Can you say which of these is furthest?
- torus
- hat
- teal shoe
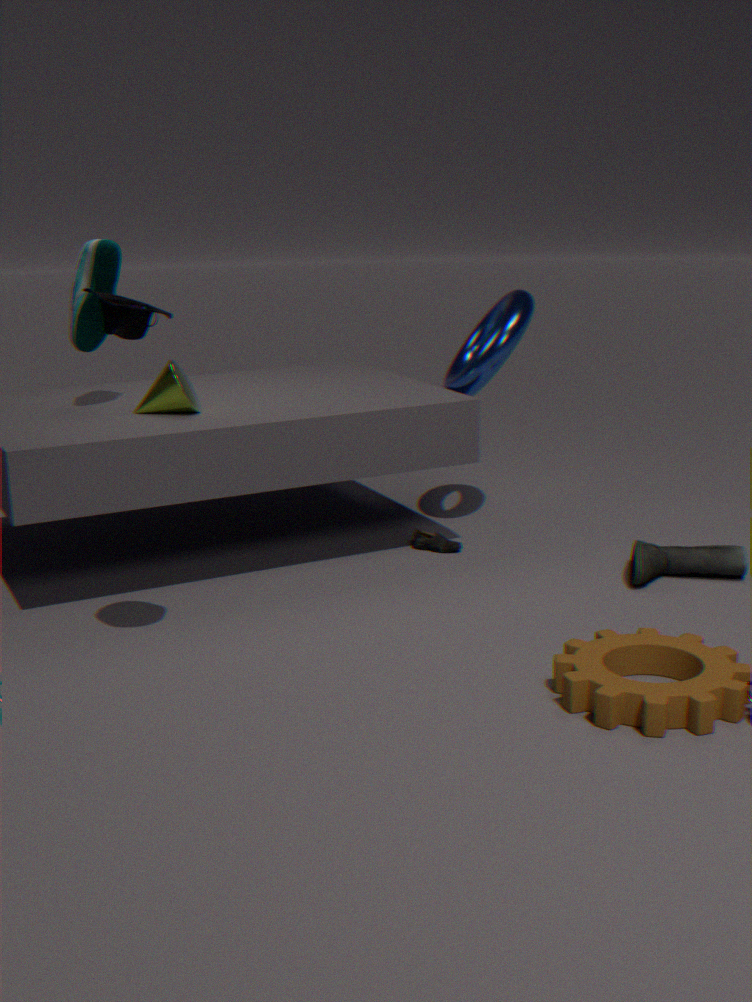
torus
